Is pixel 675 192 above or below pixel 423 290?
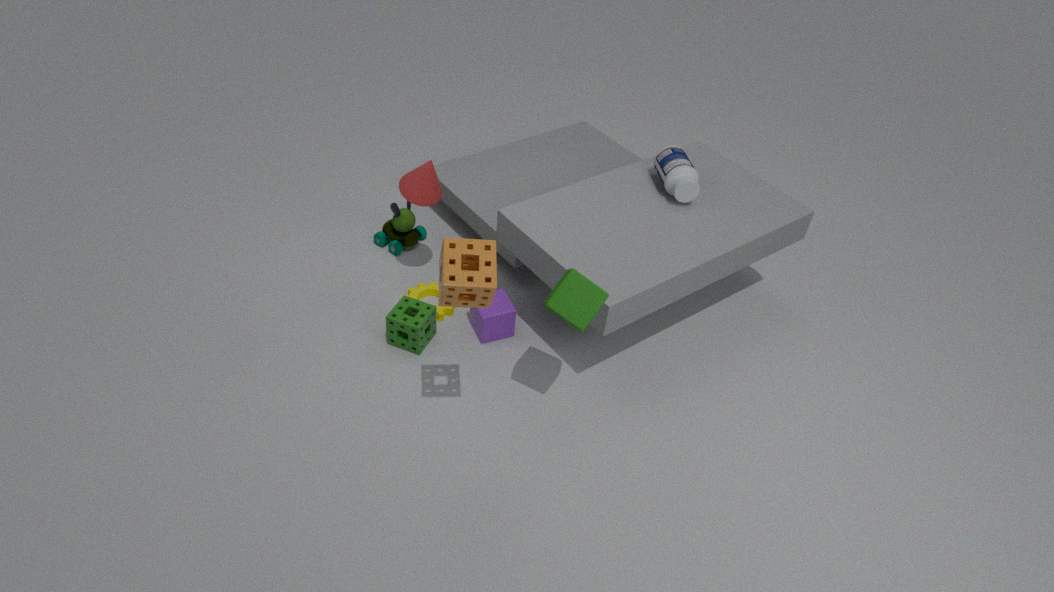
above
